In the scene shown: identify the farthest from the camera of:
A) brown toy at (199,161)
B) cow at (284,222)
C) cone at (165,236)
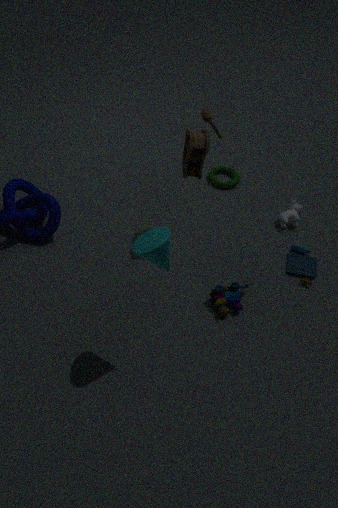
cow at (284,222)
